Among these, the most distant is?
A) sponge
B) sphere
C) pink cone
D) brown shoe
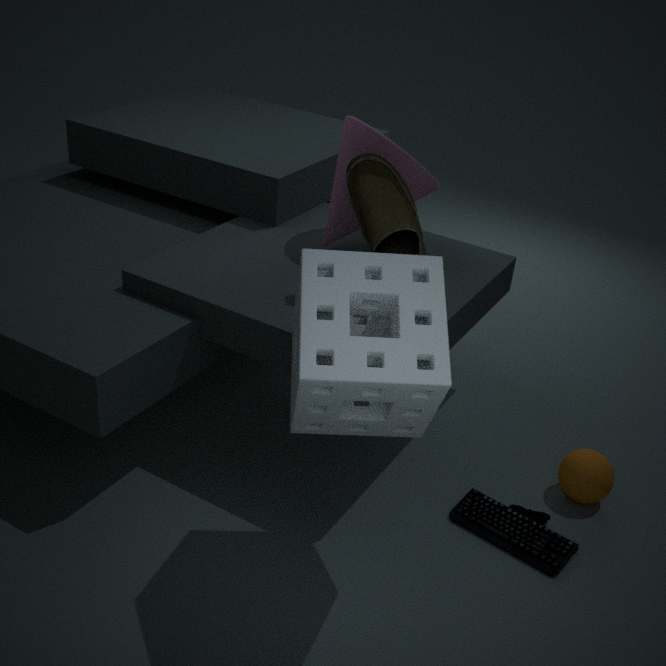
pink cone
